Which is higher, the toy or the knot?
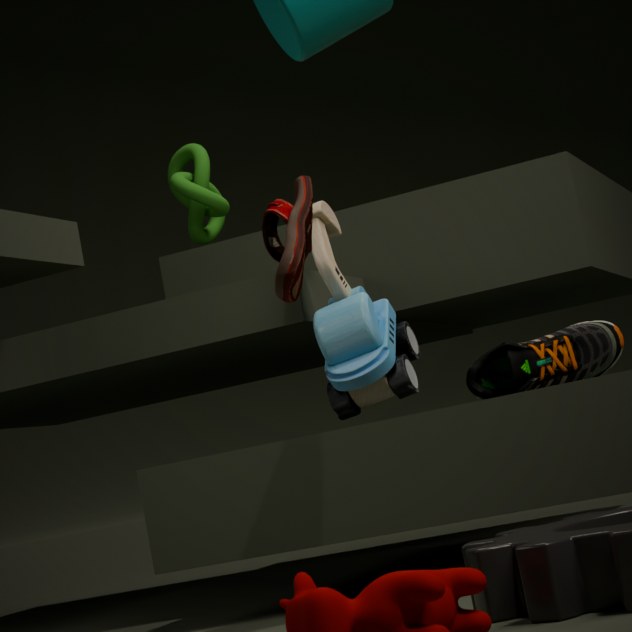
the knot
